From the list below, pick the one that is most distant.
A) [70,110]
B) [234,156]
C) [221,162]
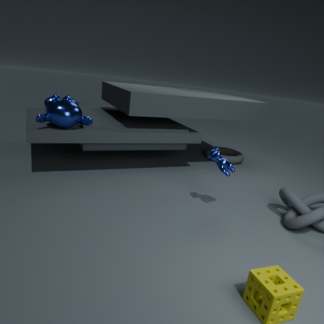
B. [234,156]
